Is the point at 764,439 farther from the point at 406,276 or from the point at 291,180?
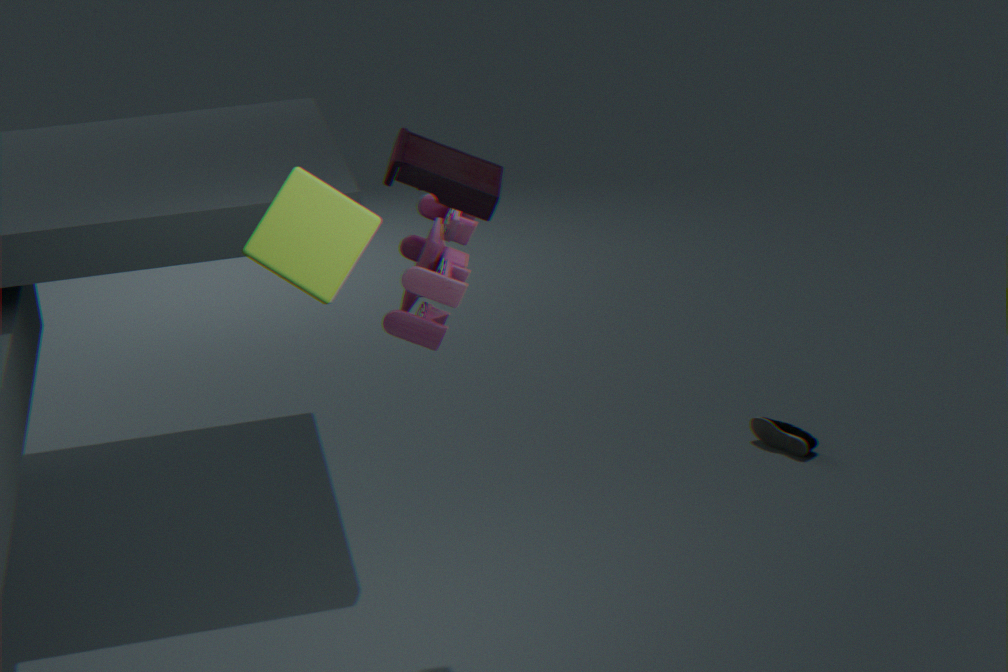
the point at 291,180
